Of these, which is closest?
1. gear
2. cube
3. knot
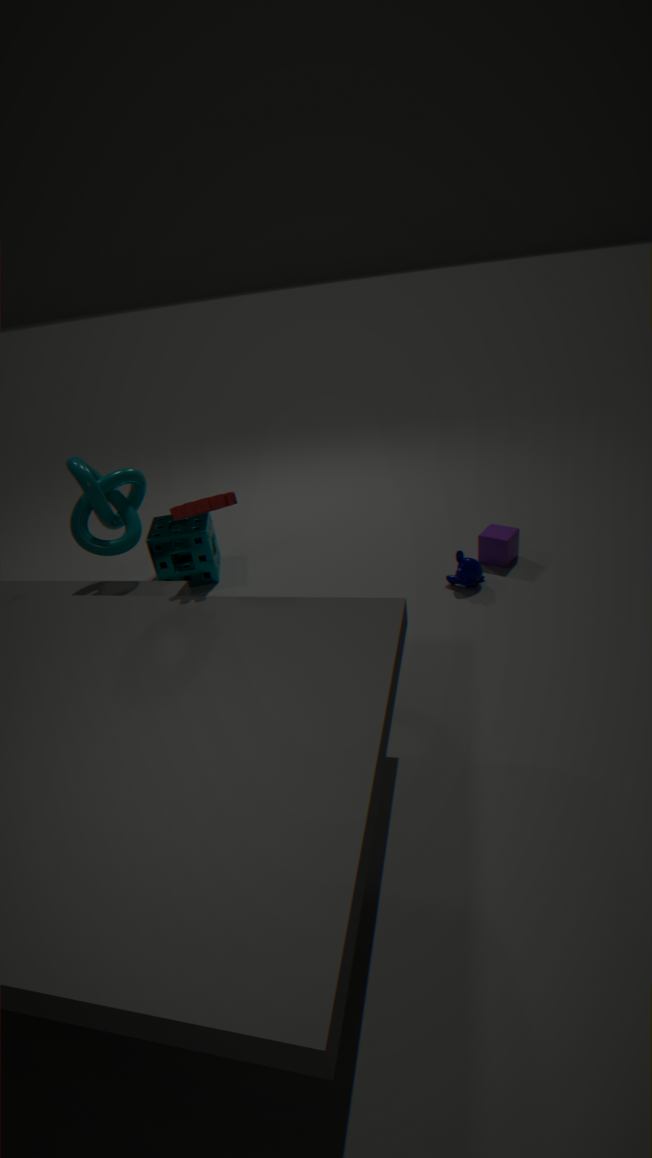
gear
